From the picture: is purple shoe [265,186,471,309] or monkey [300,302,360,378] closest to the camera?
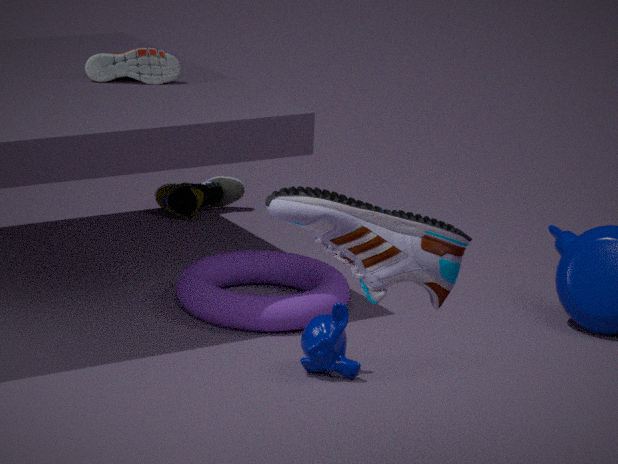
purple shoe [265,186,471,309]
